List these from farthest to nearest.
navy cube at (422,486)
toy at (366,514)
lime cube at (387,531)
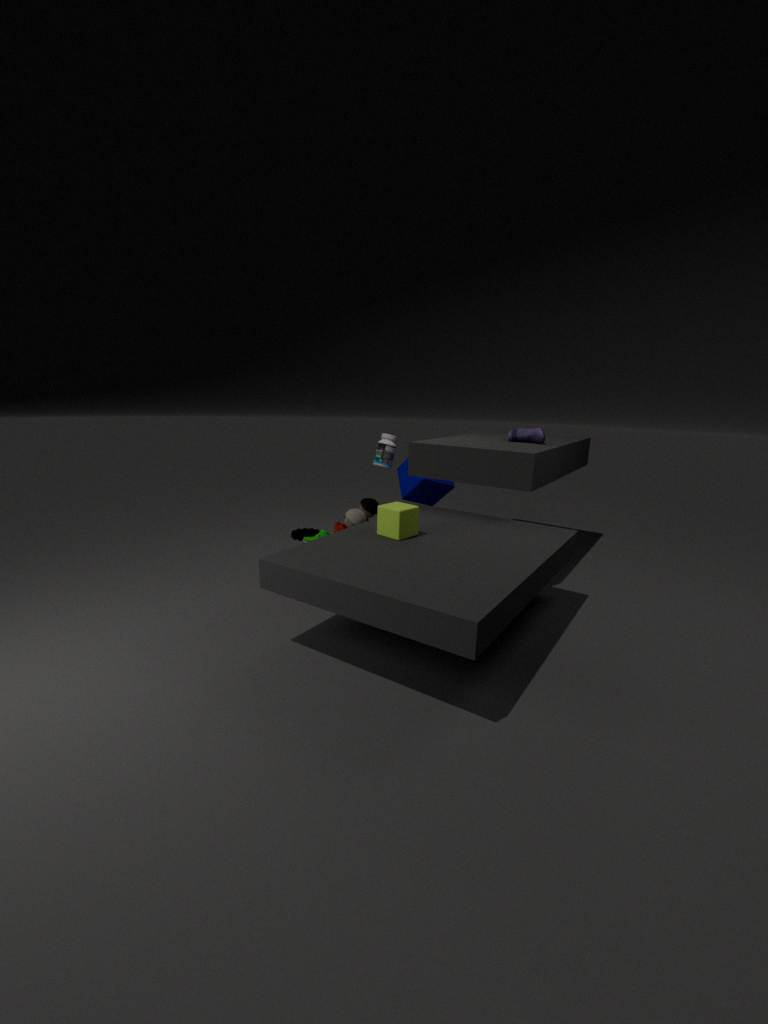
navy cube at (422,486), toy at (366,514), lime cube at (387,531)
